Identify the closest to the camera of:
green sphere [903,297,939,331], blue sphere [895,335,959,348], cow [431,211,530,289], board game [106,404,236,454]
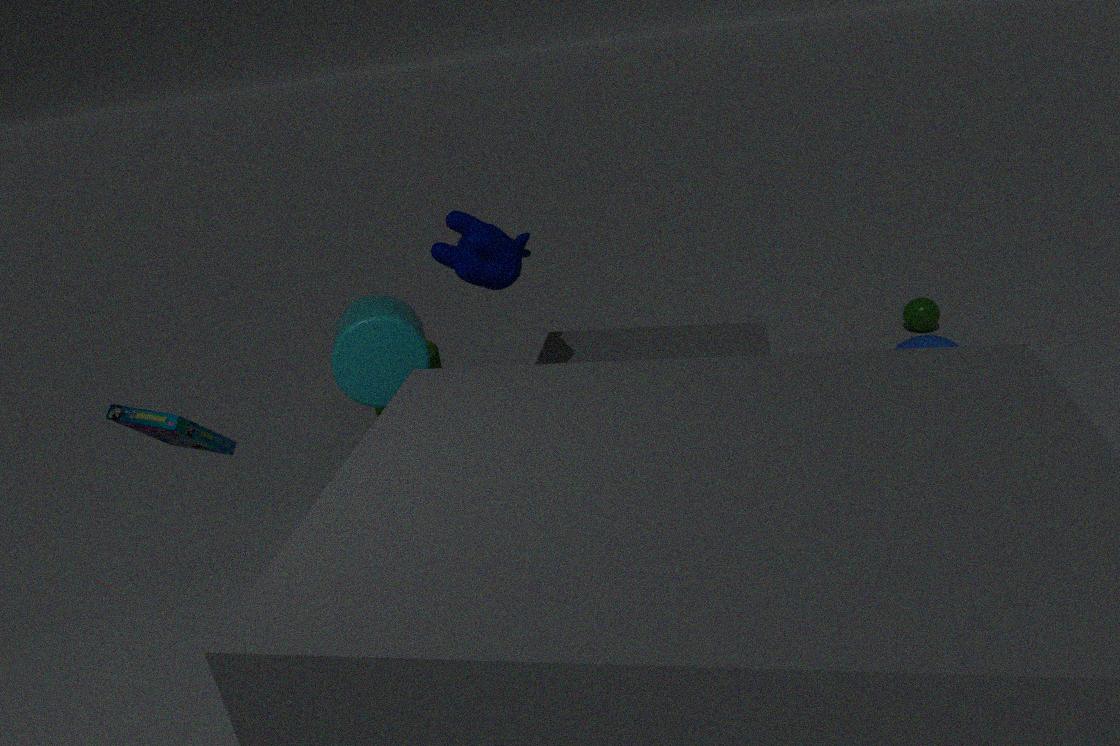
board game [106,404,236,454]
